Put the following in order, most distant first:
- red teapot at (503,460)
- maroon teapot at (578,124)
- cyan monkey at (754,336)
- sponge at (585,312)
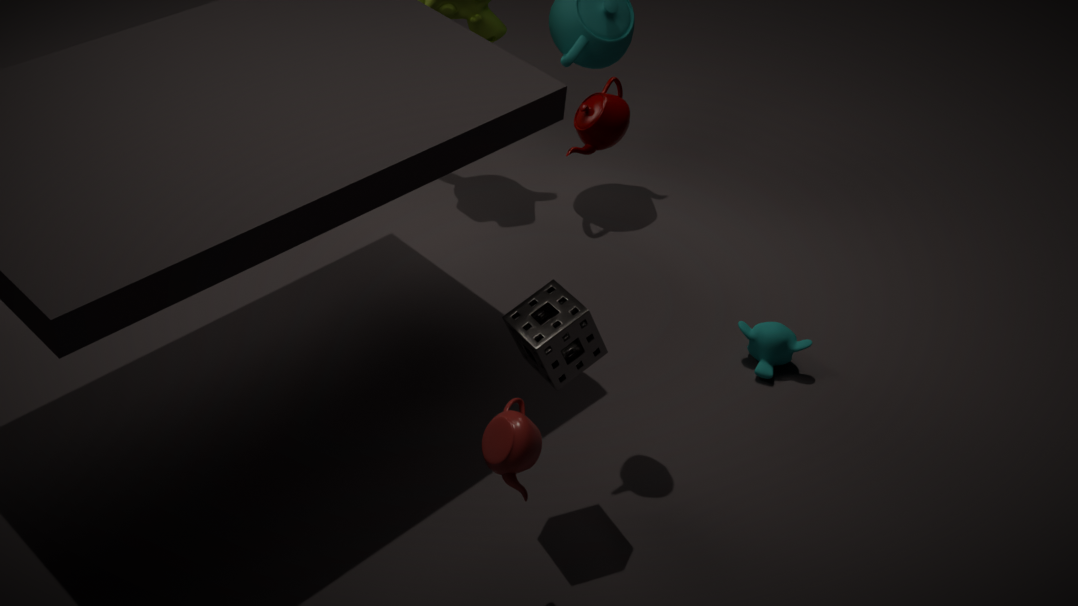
cyan monkey at (754,336) → maroon teapot at (578,124) → sponge at (585,312) → red teapot at (503,460)
